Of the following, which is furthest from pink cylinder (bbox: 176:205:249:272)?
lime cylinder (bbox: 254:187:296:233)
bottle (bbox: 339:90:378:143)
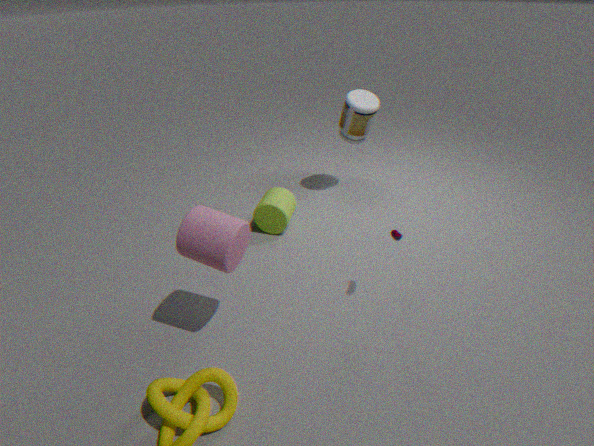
bottle (bbox: 339:90:378:143)
